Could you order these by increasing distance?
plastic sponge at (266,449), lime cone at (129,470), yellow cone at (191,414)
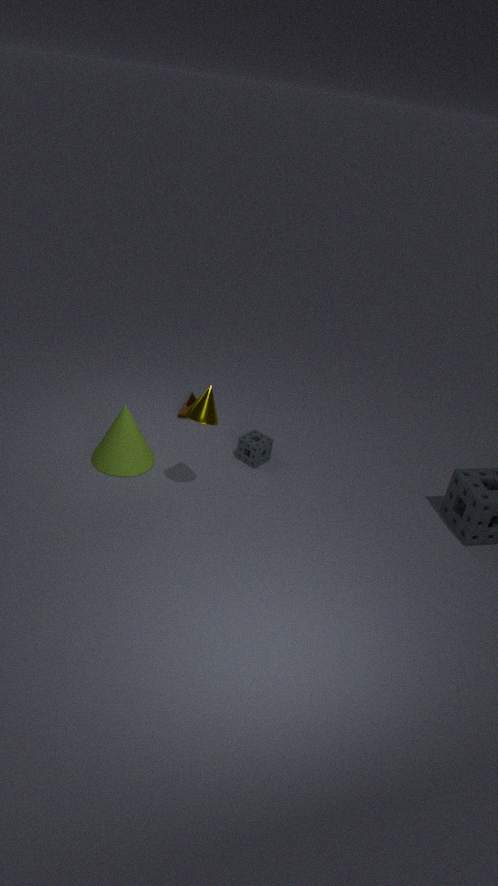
yellow cone at (191,414) → lime cone at (129,470) → plastic sponge at (266,449)
